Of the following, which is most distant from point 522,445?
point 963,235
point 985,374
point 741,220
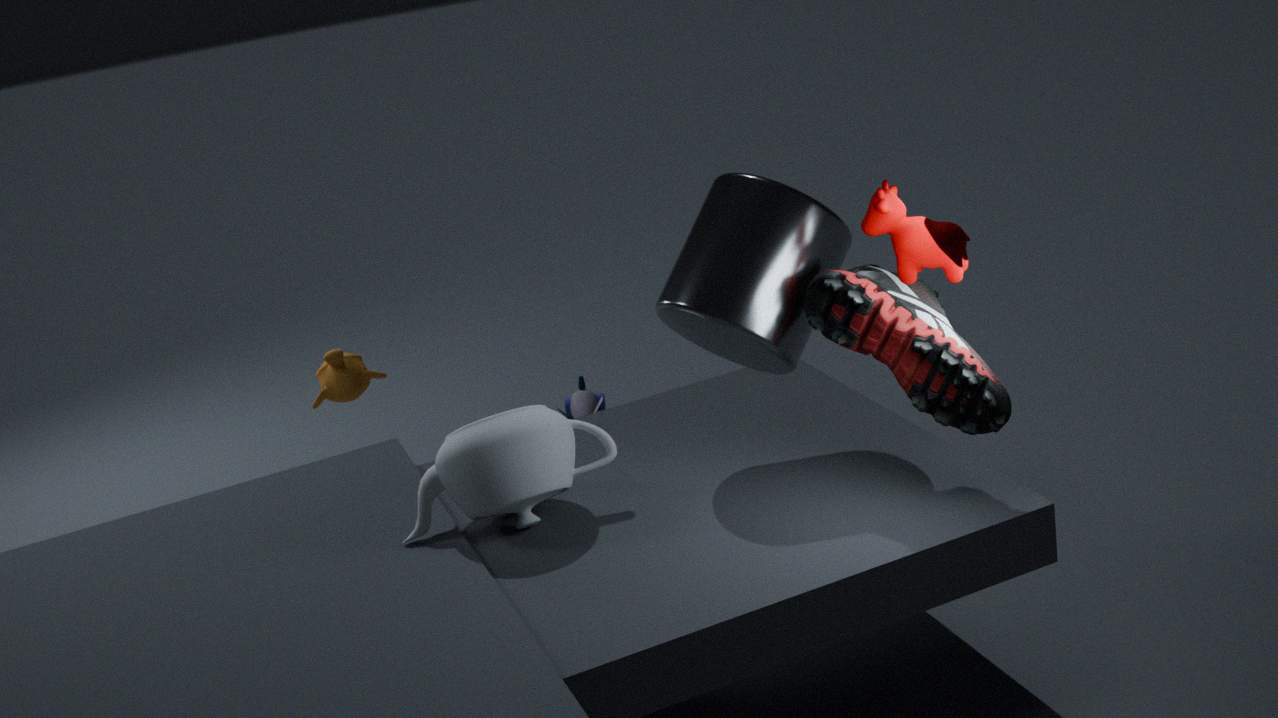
point 963,235
